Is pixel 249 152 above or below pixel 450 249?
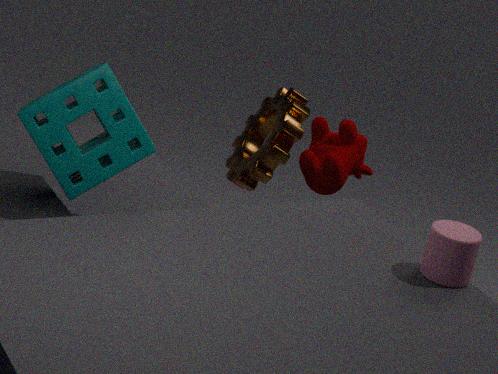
below
